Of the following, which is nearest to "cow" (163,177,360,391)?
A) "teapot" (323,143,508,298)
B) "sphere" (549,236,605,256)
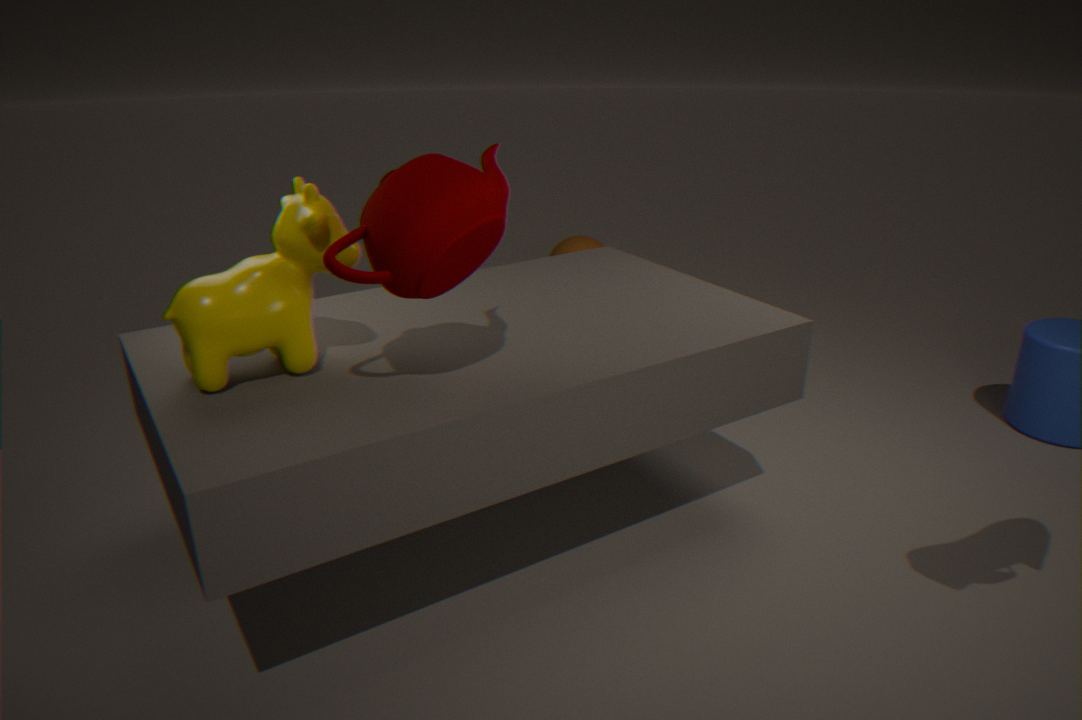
"teapot" (323,143,508,298)
